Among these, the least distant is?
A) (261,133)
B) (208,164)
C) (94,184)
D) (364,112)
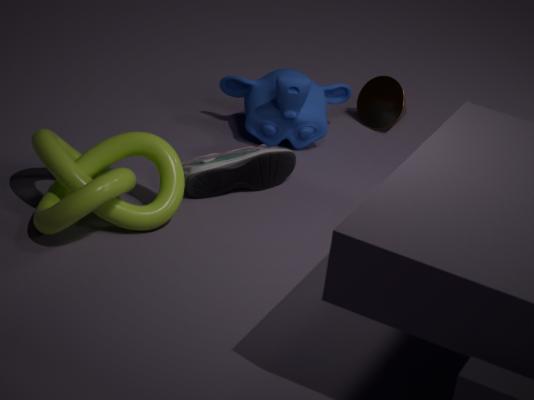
(94,184)
